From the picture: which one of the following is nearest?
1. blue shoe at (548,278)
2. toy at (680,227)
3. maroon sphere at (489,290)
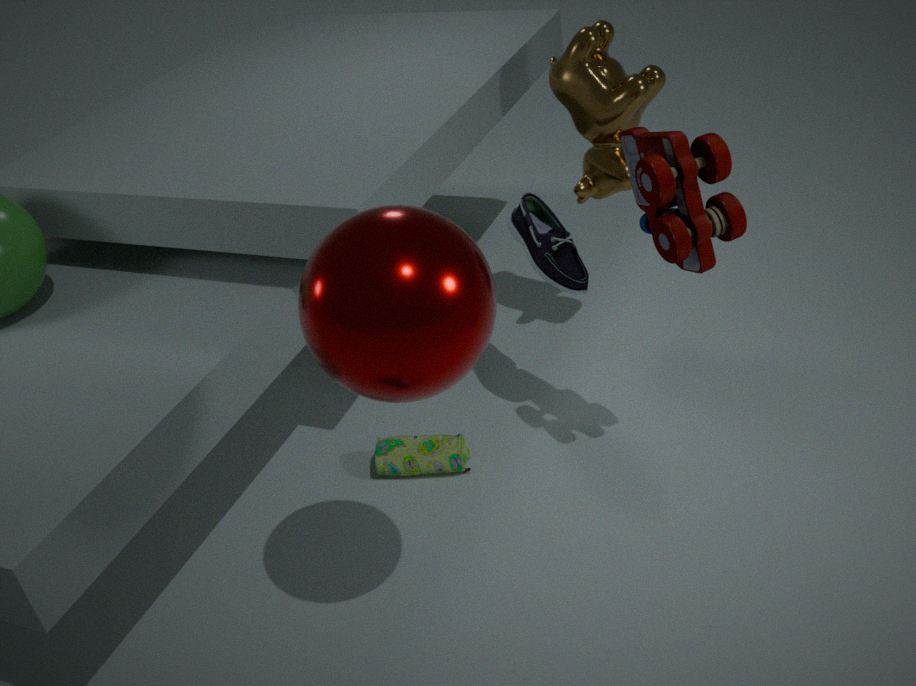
maroon sphere at (489,290)
